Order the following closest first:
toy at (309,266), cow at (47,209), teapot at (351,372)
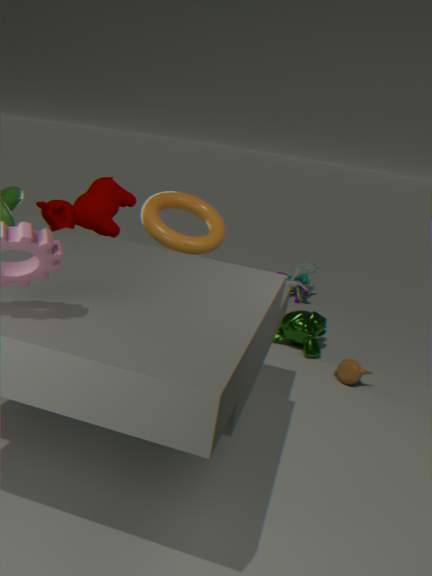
cow at (47,209), teapot at (351,372), toy at (309,266)
